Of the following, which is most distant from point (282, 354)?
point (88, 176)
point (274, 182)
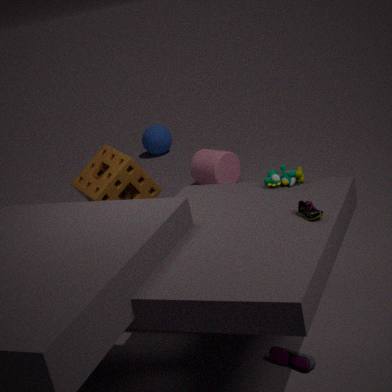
point (88, 176)
